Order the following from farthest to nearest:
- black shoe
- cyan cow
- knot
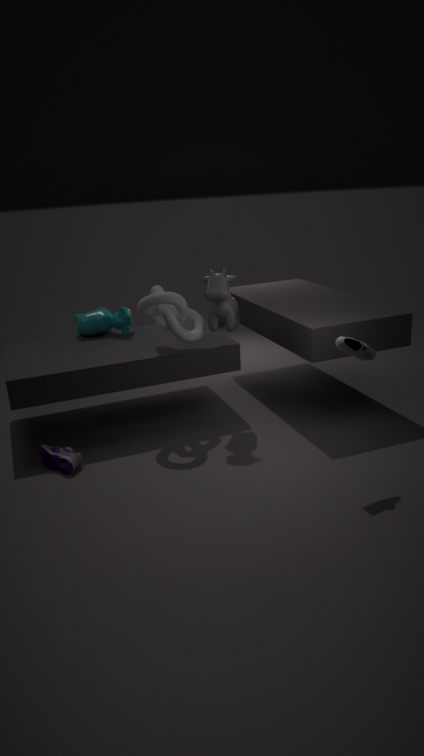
cyan cow, knot, black shoe
